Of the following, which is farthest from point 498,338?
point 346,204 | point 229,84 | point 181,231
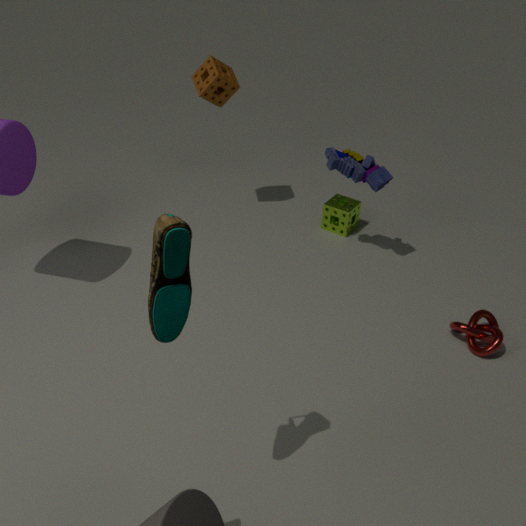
point 229,84
